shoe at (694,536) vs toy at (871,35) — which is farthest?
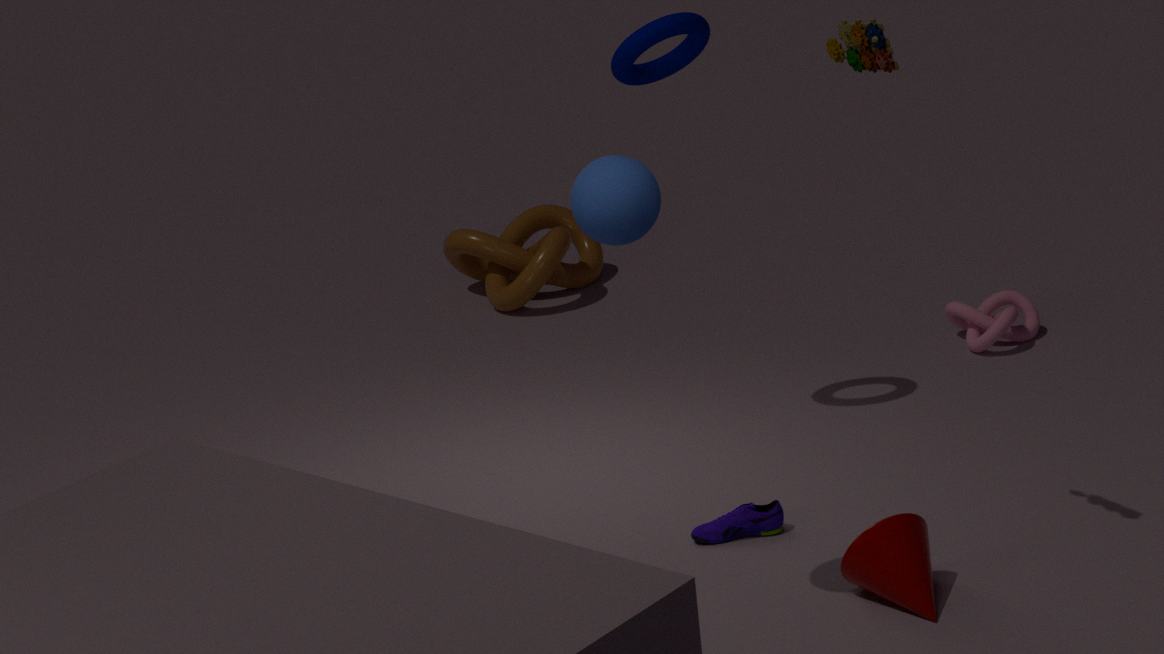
shoe at (694,536)
